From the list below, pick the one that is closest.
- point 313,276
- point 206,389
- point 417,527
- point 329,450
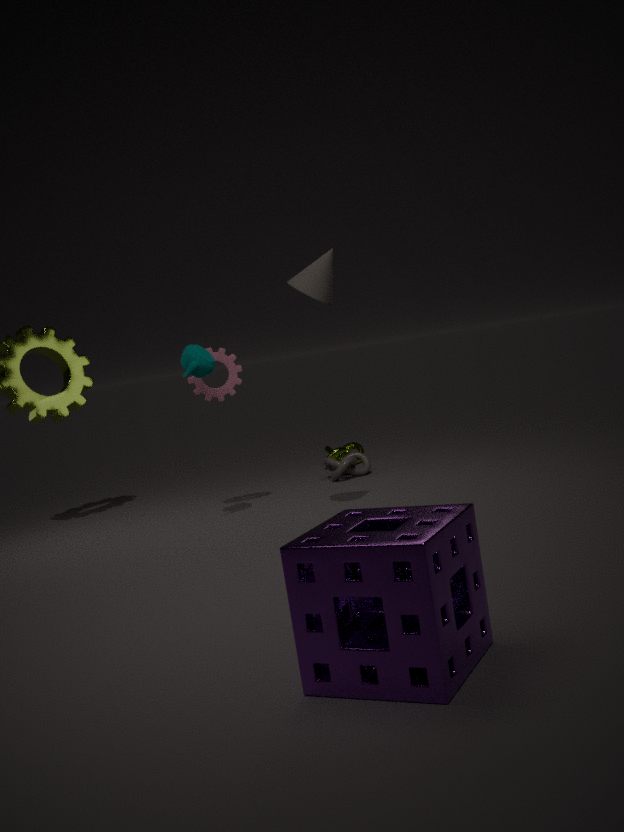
point 417,527
